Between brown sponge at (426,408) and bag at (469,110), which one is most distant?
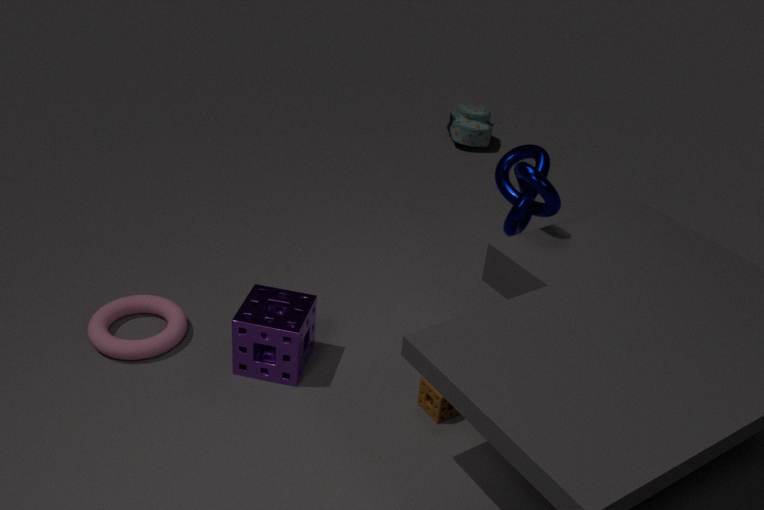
bag at (469,110)
